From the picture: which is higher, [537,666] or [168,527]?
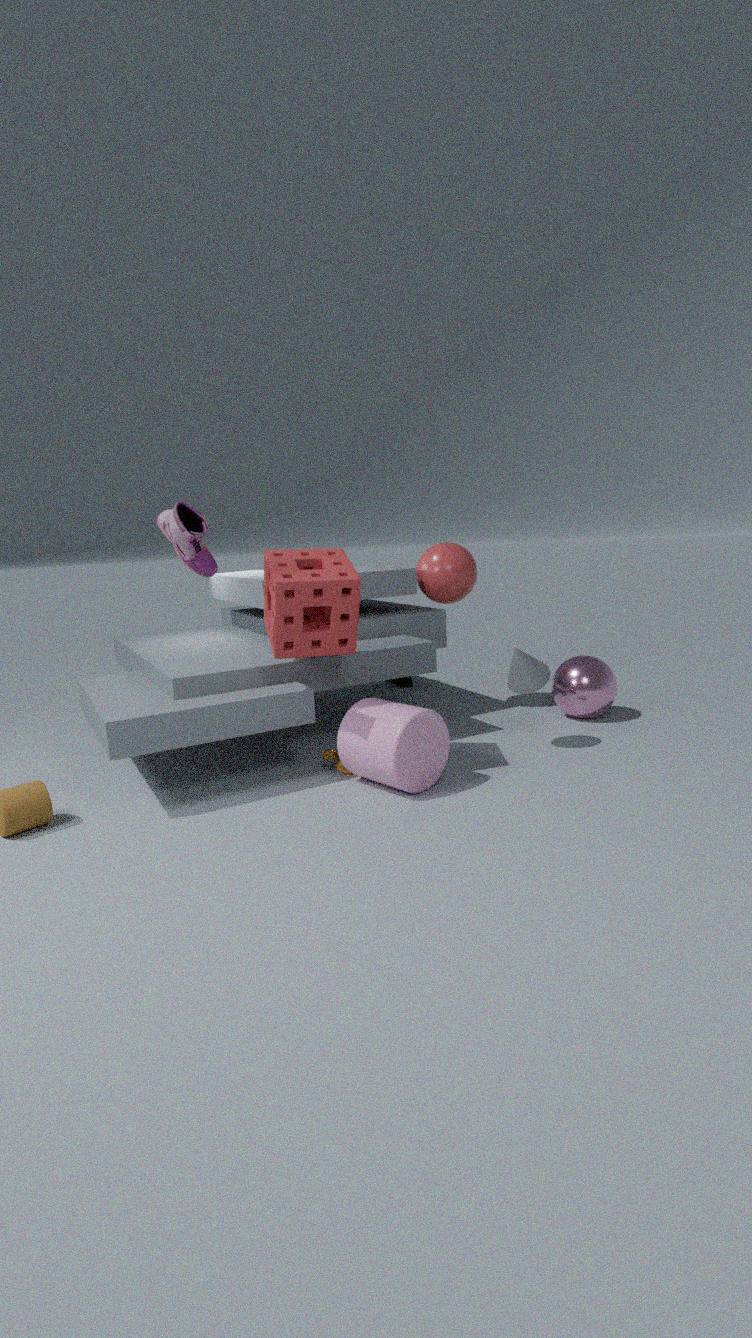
[168,527]
